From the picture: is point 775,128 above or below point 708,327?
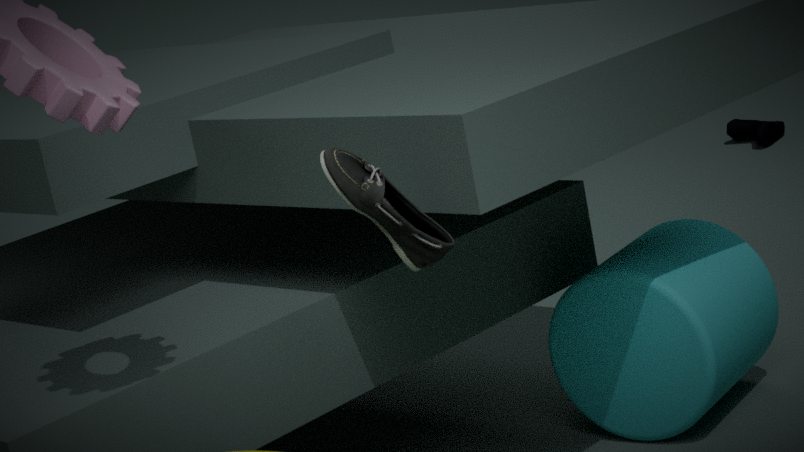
below
